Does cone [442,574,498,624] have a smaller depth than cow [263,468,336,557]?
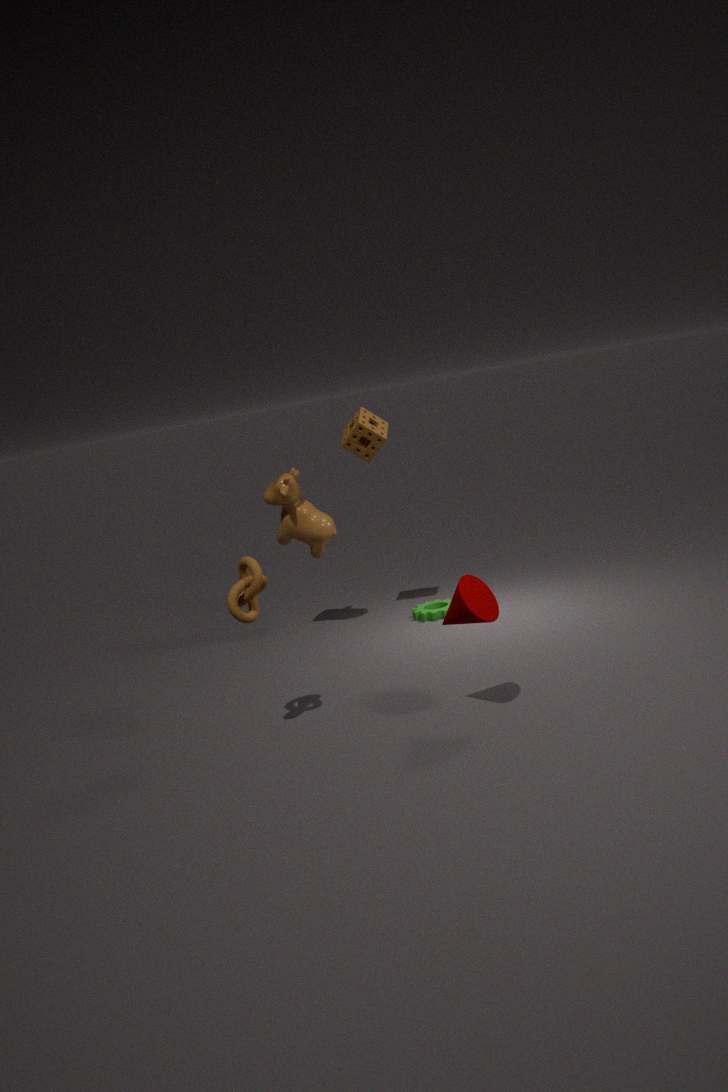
Yes
